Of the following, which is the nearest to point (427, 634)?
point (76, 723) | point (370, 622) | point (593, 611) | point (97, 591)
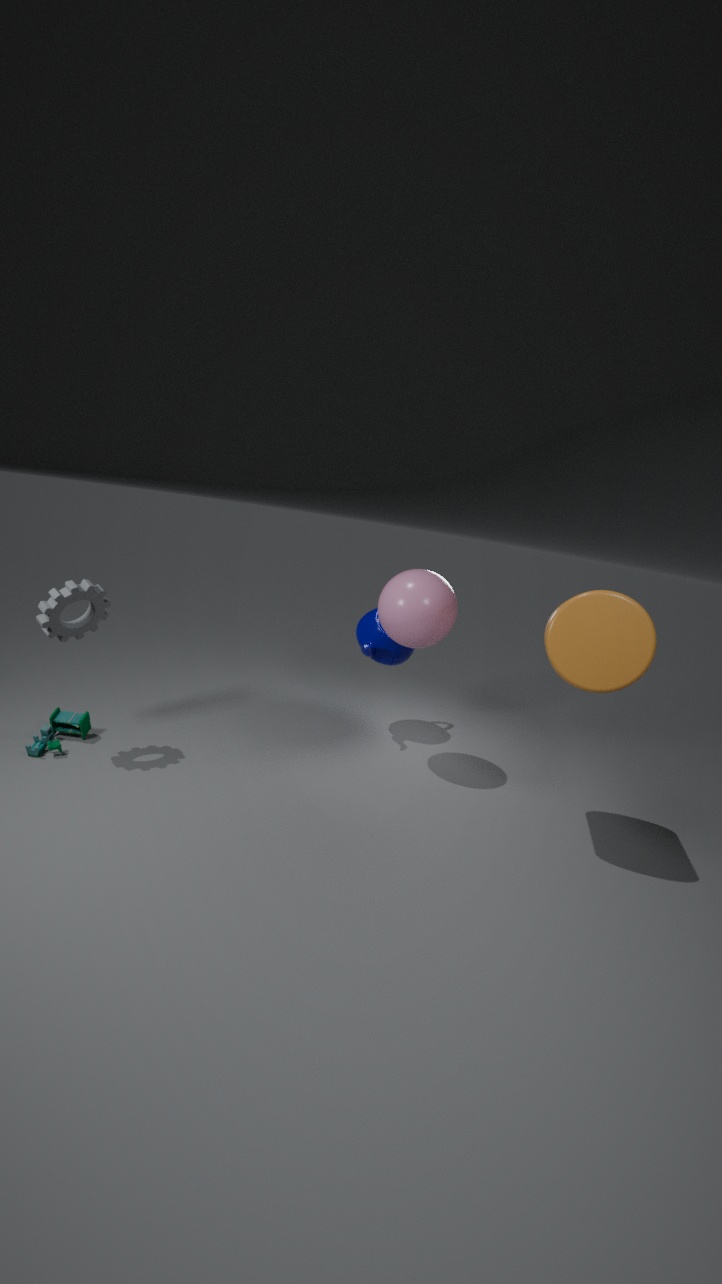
point (370, 622)
